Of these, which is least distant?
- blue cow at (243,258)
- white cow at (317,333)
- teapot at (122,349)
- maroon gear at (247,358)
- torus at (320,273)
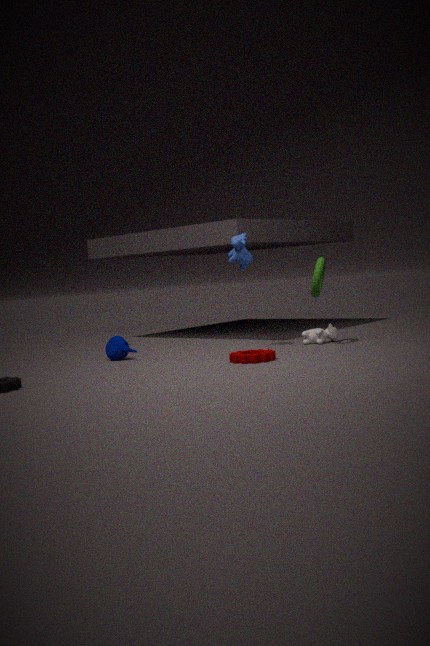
maroon gear at (247,358)
